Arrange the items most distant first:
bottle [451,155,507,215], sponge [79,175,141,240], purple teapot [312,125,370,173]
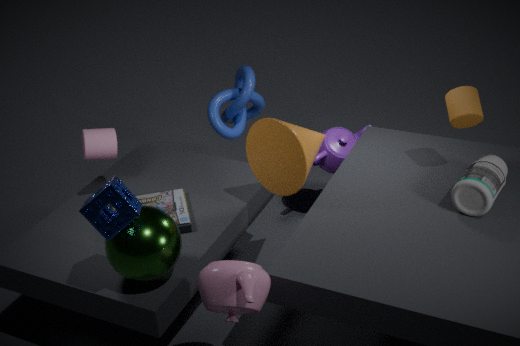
purple teapot [312,125,370,173] < bottle [451,155,507,215] < sponge [79,175,141,240]
